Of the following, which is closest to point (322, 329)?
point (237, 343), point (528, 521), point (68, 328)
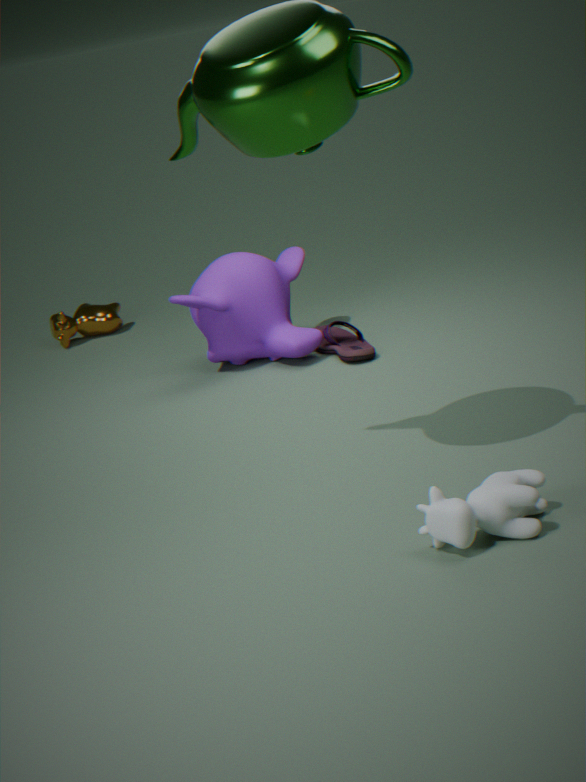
point (237, 343)
